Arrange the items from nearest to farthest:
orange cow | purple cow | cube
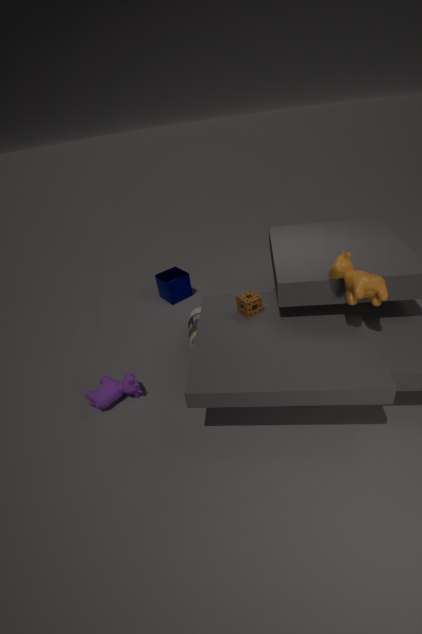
1. orange cow
2. purple cow
3. cube
